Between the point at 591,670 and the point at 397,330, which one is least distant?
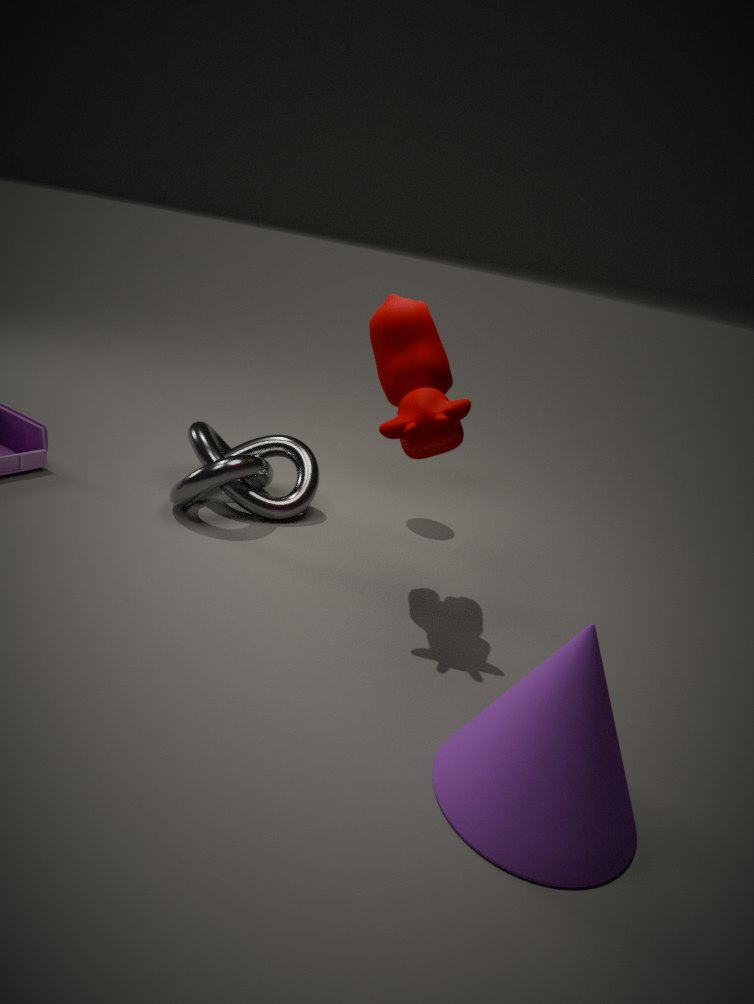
the point at 591,670
